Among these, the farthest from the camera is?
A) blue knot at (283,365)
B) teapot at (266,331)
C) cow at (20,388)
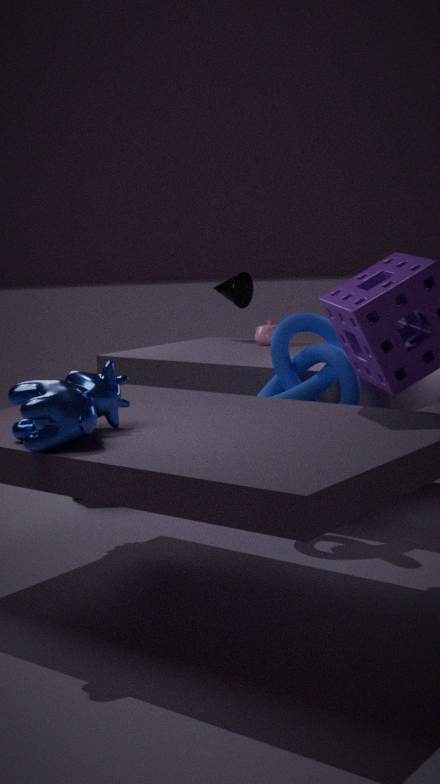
teapot at (266,331)
